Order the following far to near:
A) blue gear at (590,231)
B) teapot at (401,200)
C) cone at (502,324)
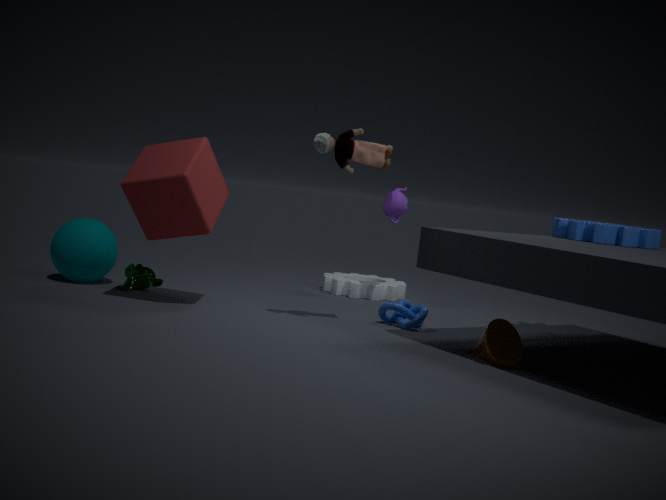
teapot at (401,200) → blue gear at (590,231) → cone at (502,324)
